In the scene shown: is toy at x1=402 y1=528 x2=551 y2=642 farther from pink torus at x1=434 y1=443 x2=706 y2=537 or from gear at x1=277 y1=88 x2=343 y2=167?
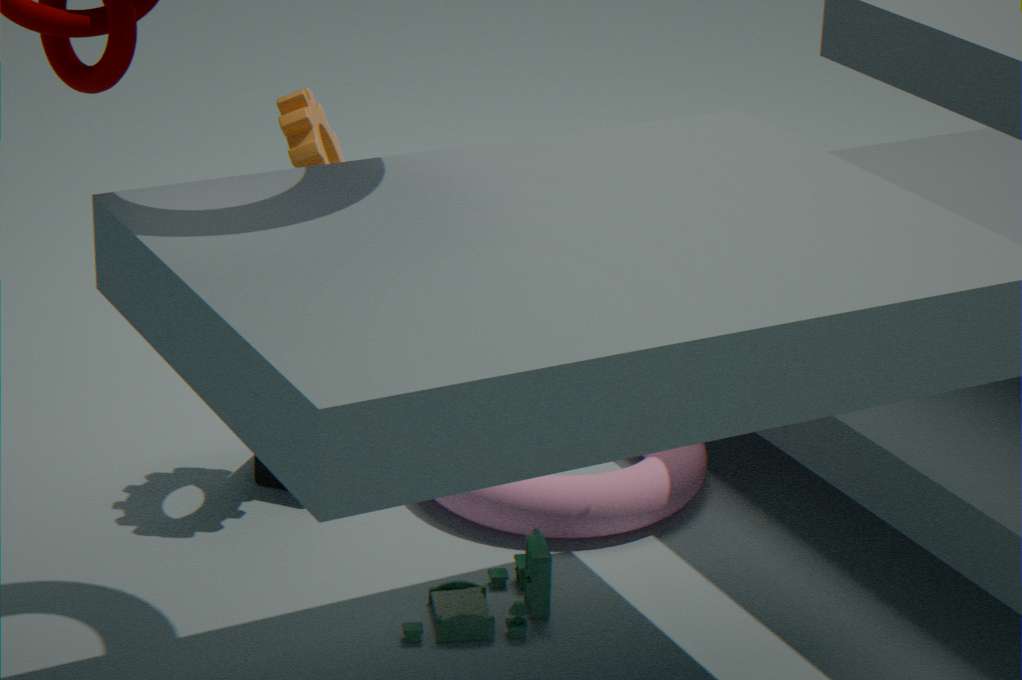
gear at x1=277 y1=88 x2=343 y2=167
